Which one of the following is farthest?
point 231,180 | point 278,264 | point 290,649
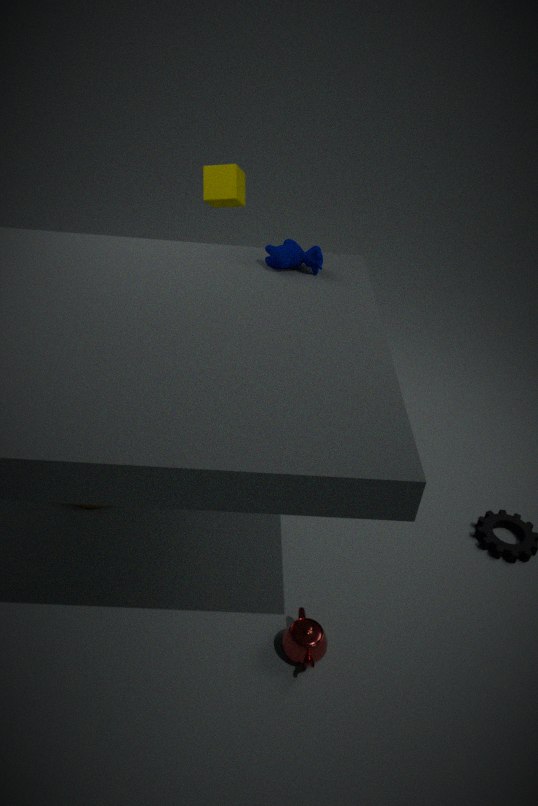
point 231,180
